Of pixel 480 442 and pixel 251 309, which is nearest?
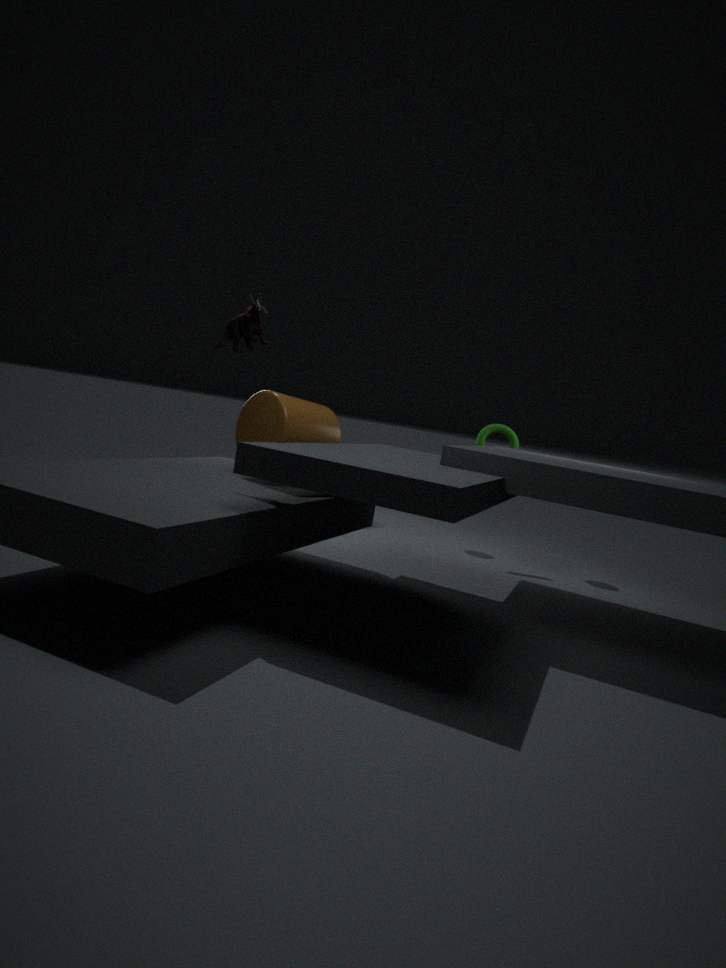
pixel 251 309
